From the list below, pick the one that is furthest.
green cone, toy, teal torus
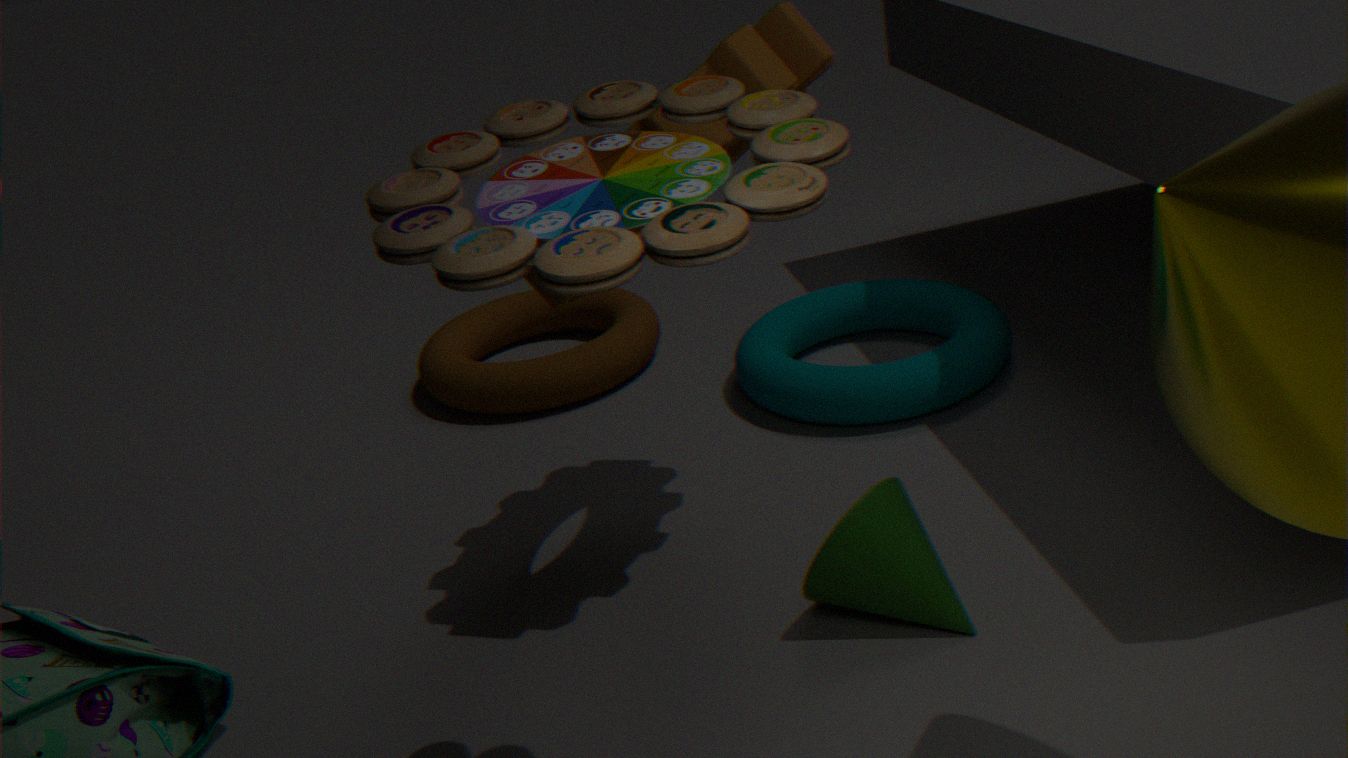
teal torus
